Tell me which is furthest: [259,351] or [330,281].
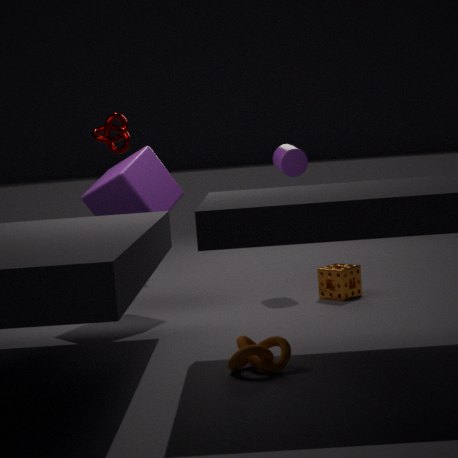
[330,281]
